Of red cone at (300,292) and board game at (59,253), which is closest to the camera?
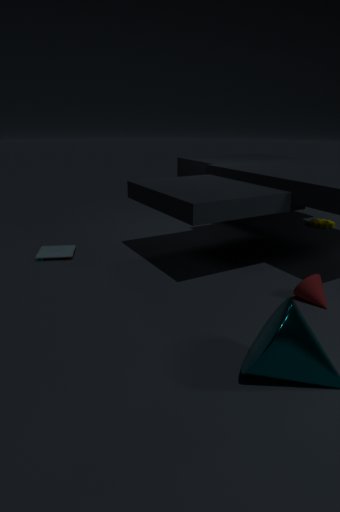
red cone at (300,292)
